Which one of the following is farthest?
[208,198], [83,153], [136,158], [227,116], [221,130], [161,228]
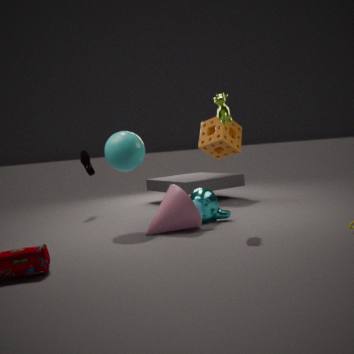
[221,130]
